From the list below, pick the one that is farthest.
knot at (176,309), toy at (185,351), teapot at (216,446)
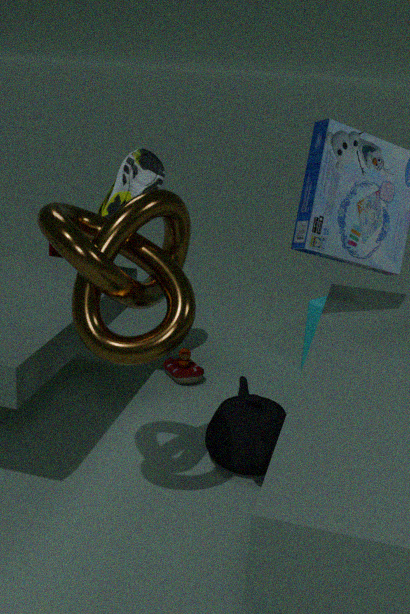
toy at (185,351)
